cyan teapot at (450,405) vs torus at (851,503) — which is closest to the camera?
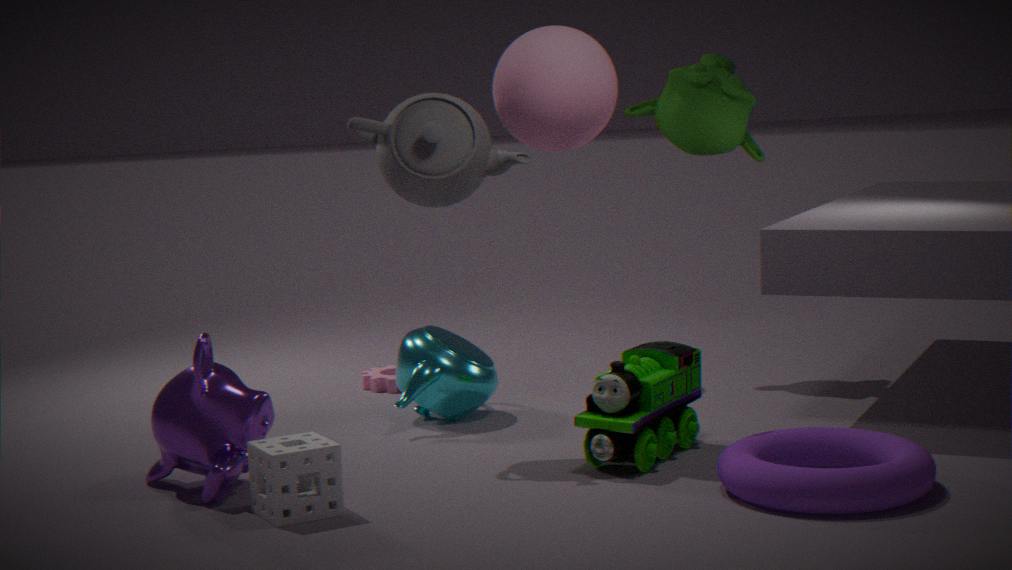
torus at (851,503)
